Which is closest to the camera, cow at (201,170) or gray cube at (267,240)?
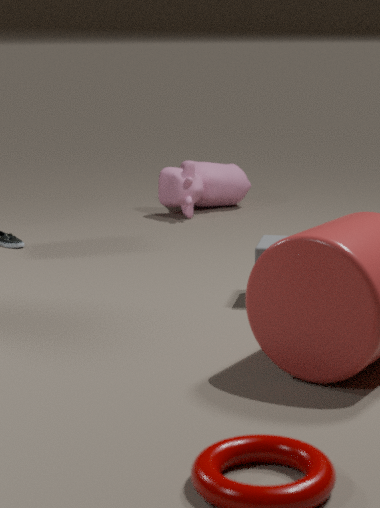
gray cube at (267,240)
